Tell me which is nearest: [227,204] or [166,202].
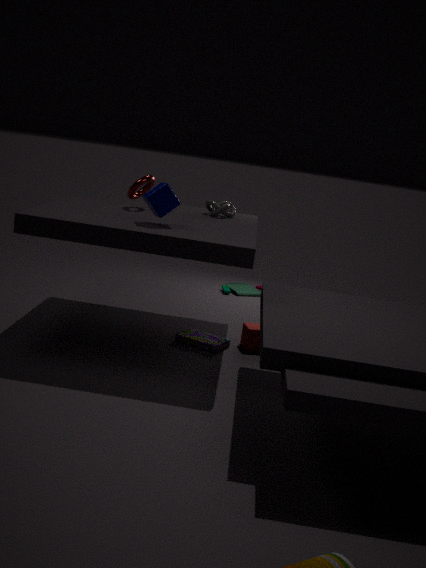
[166,202]
